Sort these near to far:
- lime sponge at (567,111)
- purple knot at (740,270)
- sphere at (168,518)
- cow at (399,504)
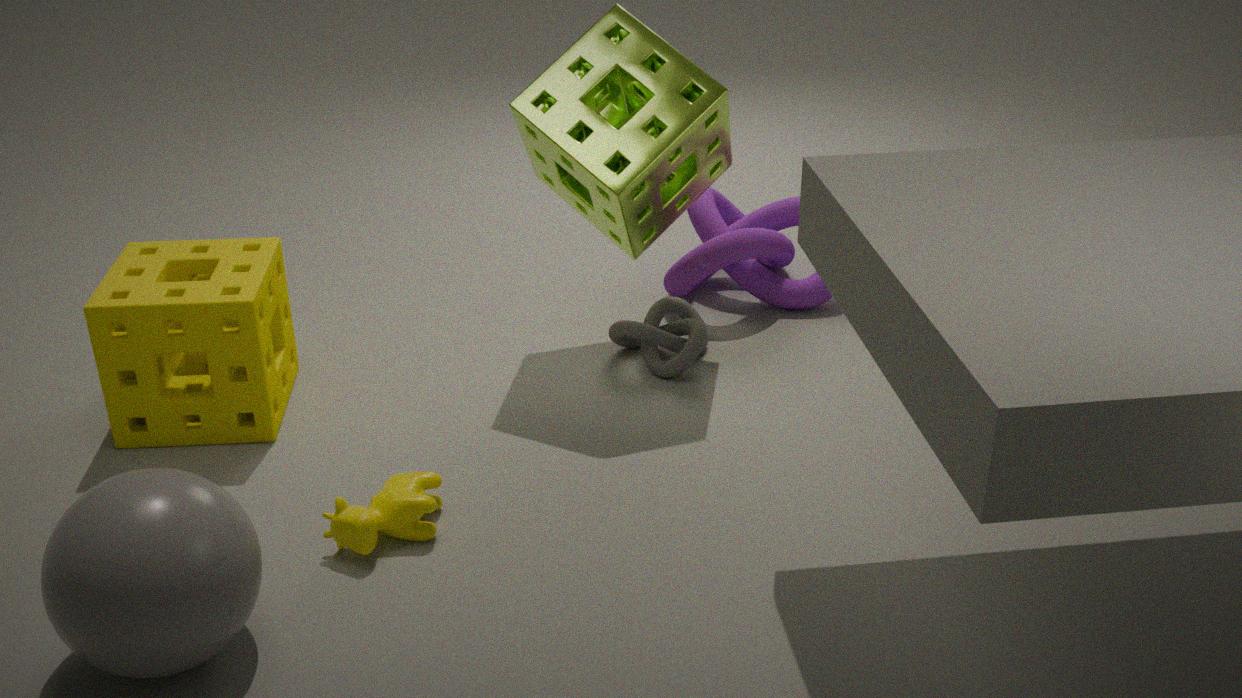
1. sphere at (168,518)
2. cow at (399,504)
3. lime sponge at (567,111)
4. purple knot at (740,270)
